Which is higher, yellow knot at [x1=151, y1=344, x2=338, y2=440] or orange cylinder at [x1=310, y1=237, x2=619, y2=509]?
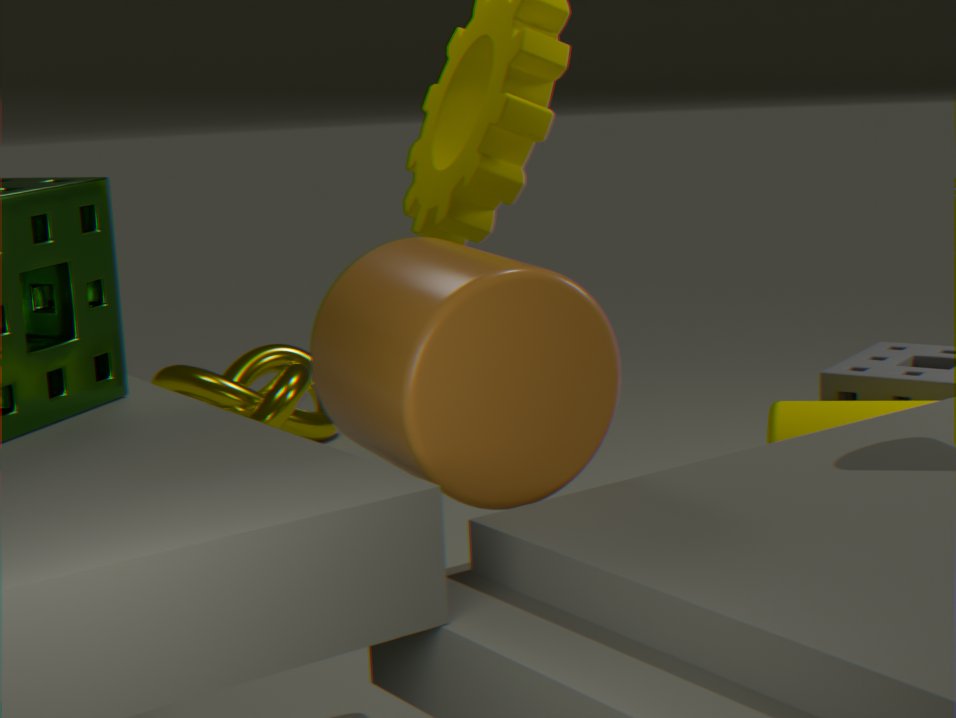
orange cylinder at [x1=310, y1=237, x2=619, y2=509]
